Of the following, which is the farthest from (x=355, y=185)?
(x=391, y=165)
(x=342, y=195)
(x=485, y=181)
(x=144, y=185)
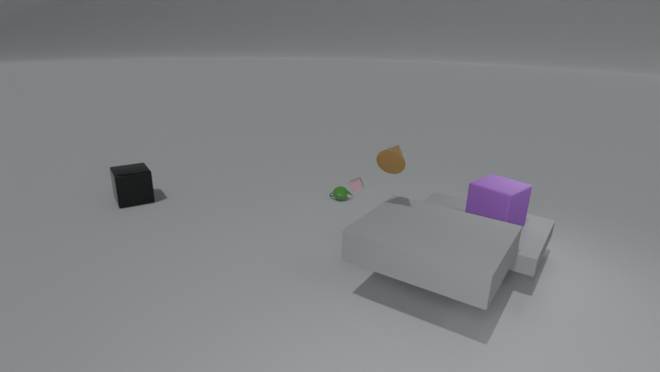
(x=144, y=185)
